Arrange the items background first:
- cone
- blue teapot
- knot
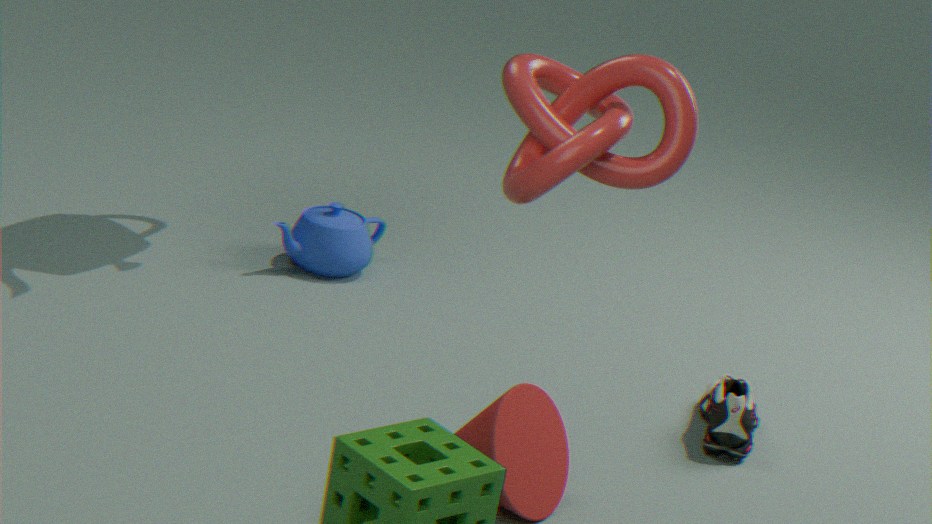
1. blue teapot
2. cone
3. knot
